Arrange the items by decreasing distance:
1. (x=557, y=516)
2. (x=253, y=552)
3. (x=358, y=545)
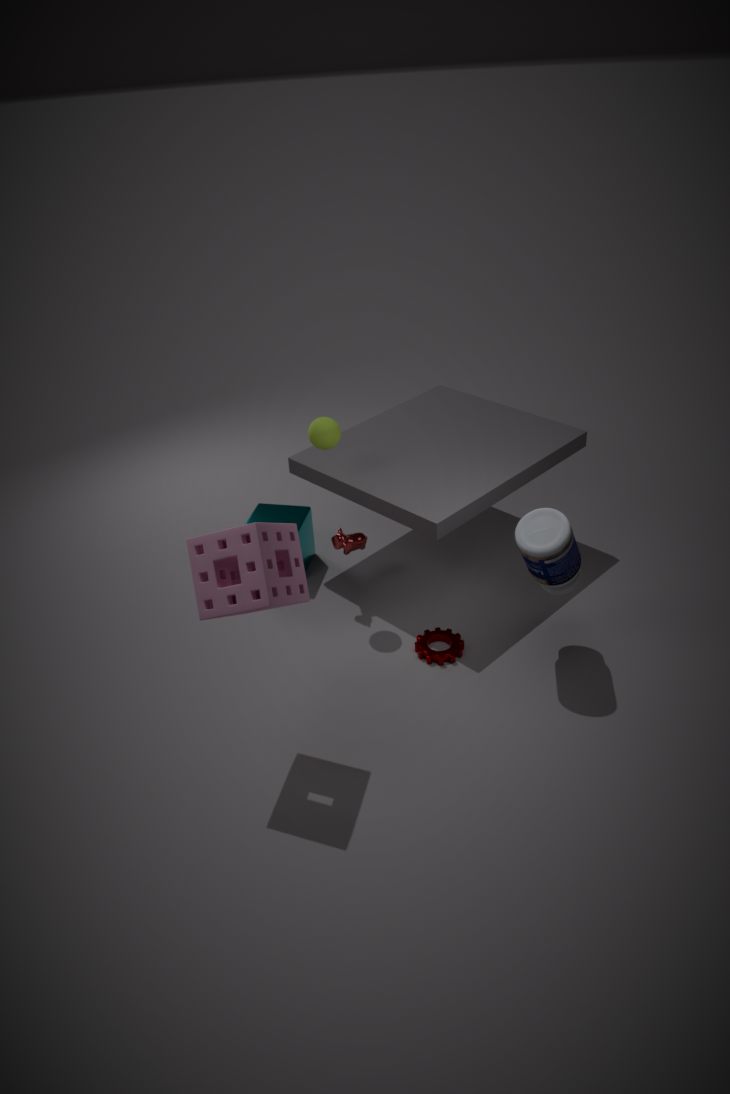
(x=358, y=545)
(x=557, y=516)
(x=253, y=552)
